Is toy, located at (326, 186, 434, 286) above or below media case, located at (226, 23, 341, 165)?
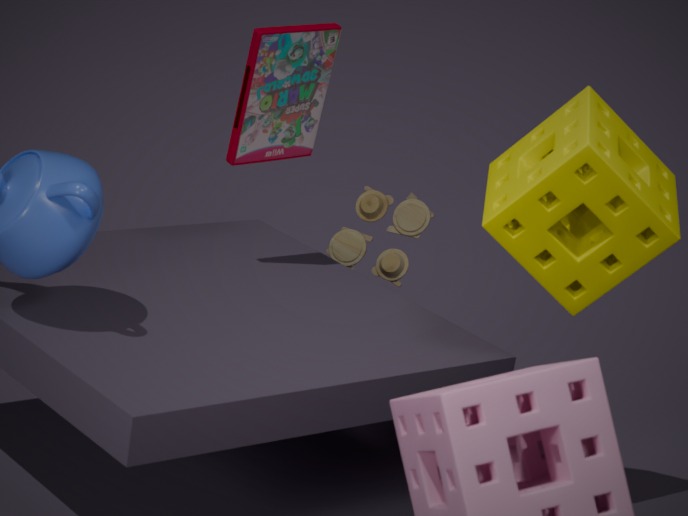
below
